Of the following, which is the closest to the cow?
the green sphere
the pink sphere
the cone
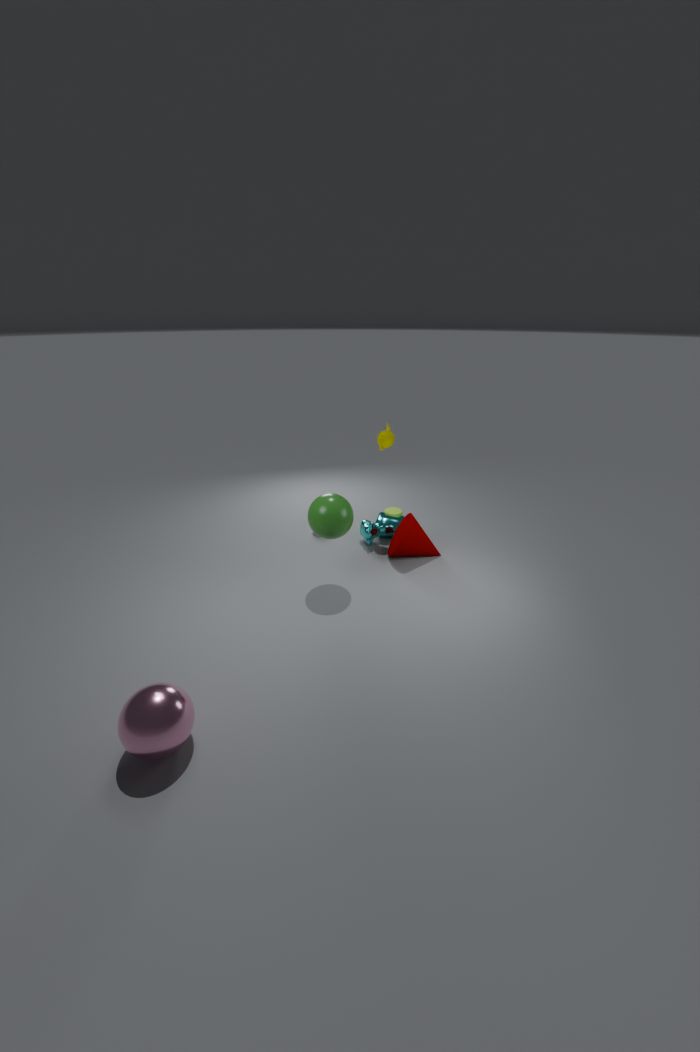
the cone
